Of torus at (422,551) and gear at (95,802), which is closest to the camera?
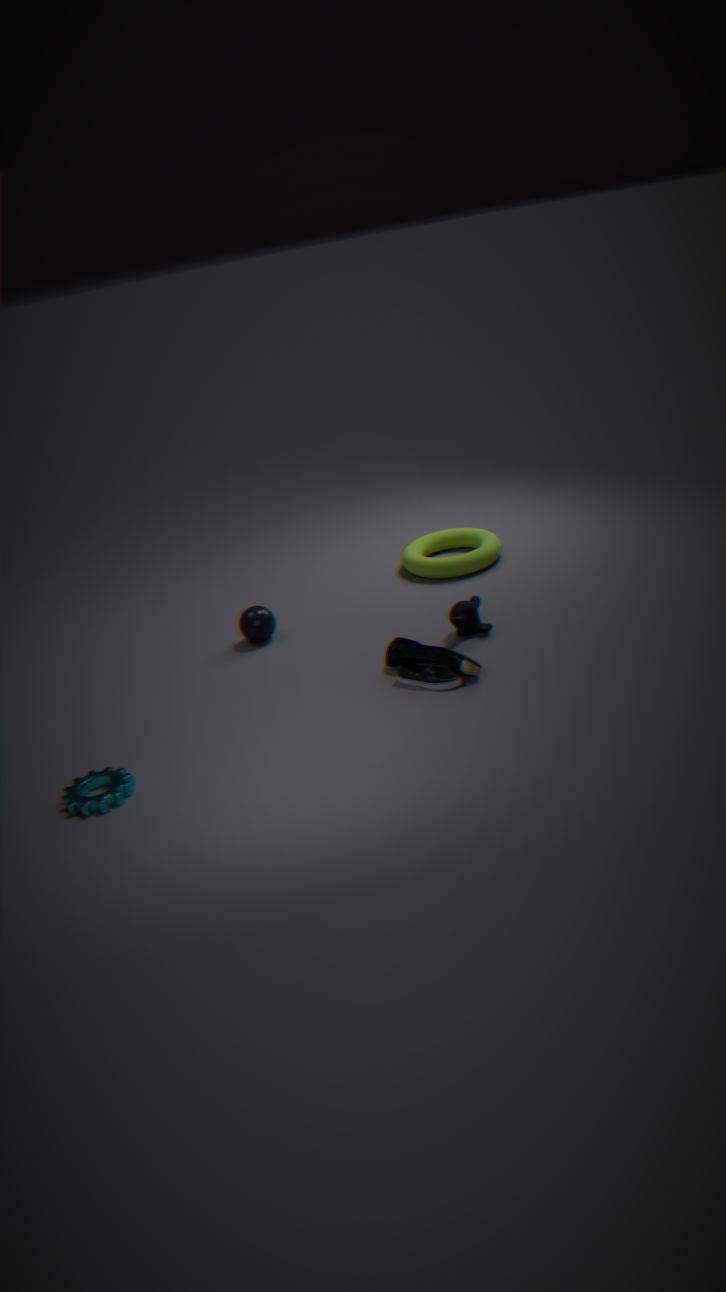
gear at (95,802)
